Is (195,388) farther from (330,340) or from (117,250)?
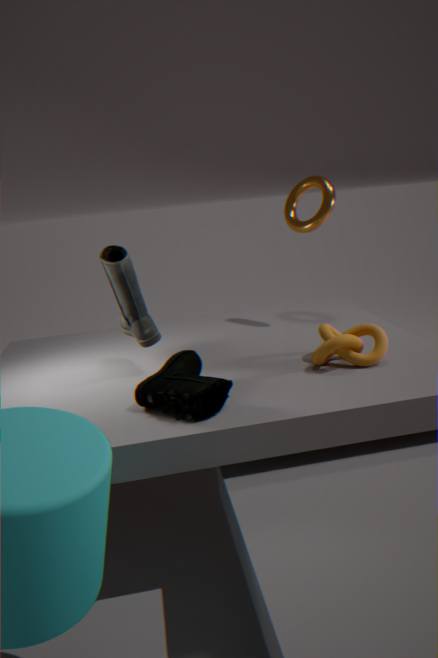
(330,340)
